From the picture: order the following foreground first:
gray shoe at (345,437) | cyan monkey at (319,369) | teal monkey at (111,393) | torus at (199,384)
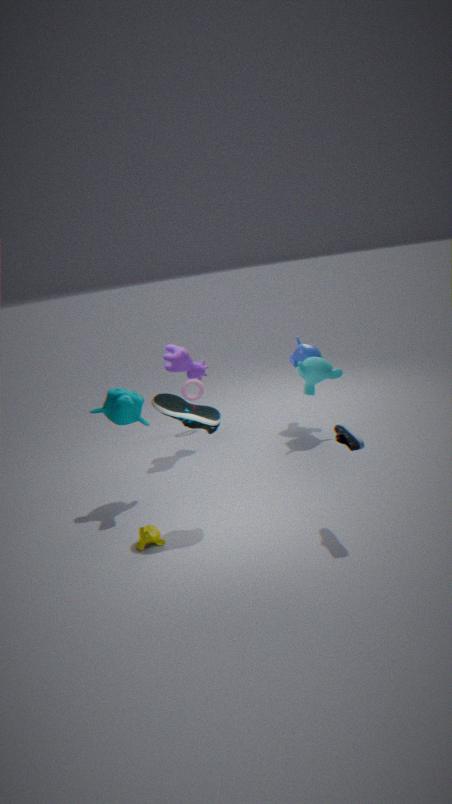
1. gray shoe at (345,437)
2. teal monkey at (111,393)
3. cyan monkey at (319,369)
4. torus at (199,384)
